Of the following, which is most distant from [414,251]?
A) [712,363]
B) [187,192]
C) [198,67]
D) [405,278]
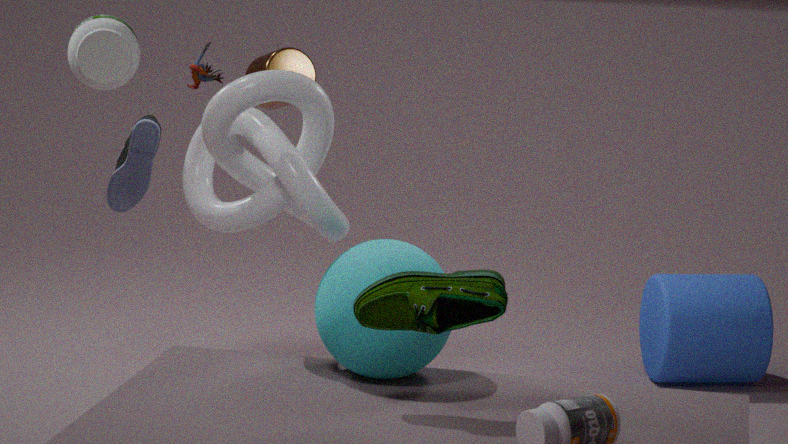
[712,363]
